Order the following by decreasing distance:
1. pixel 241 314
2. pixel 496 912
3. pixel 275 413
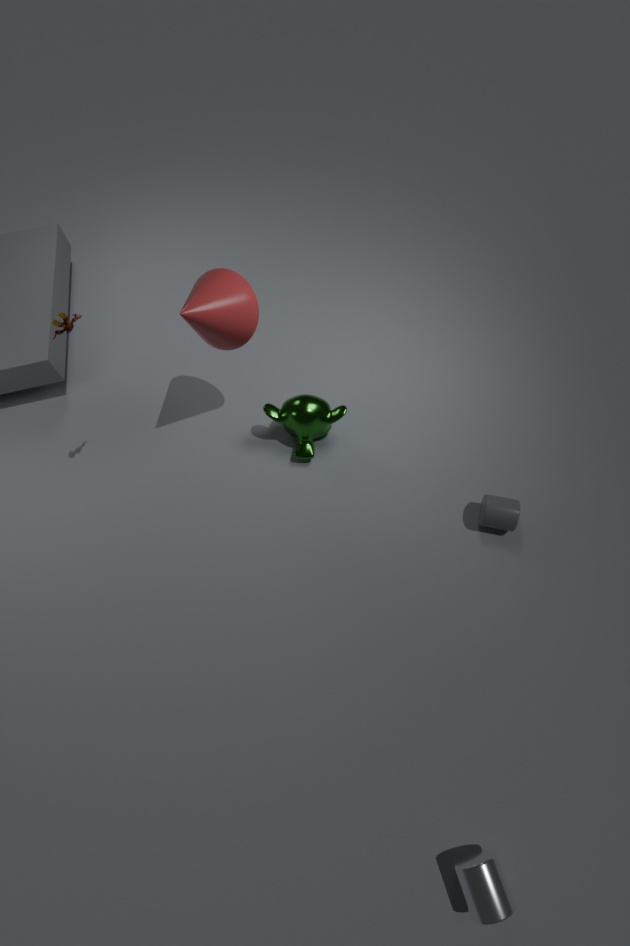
pixel 275 413, pixel 241 314, pixel 496 912
